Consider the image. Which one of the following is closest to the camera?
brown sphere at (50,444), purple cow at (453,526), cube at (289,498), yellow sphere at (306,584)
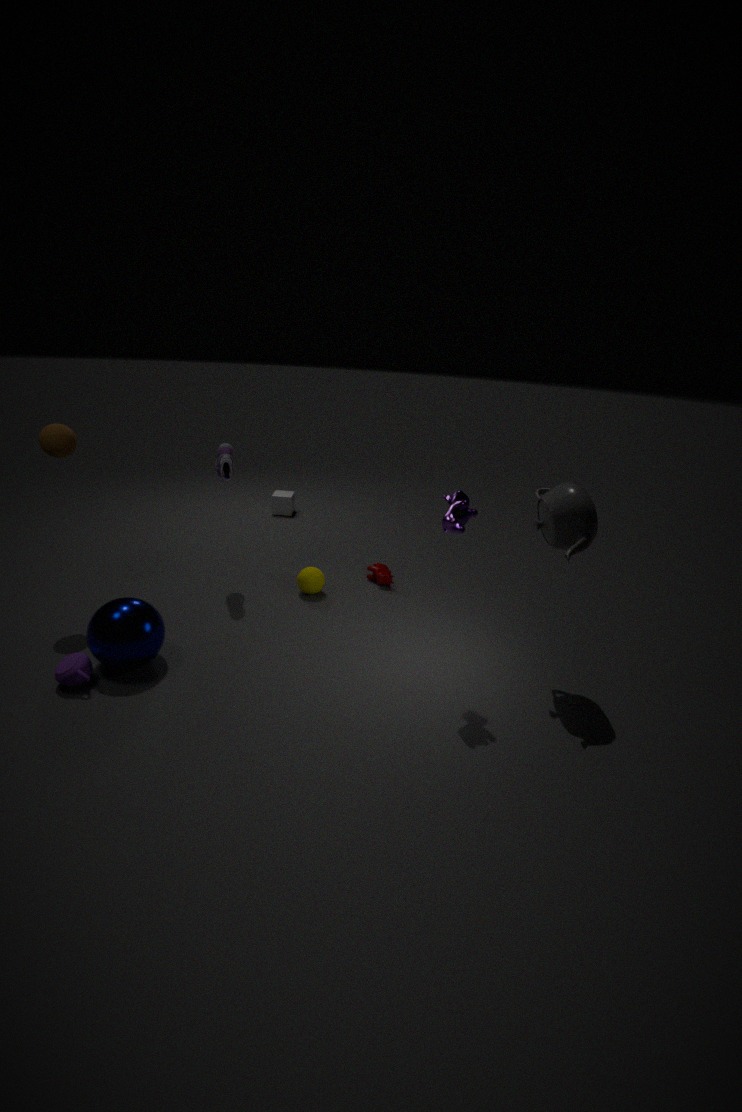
purple cow at (453,526)
